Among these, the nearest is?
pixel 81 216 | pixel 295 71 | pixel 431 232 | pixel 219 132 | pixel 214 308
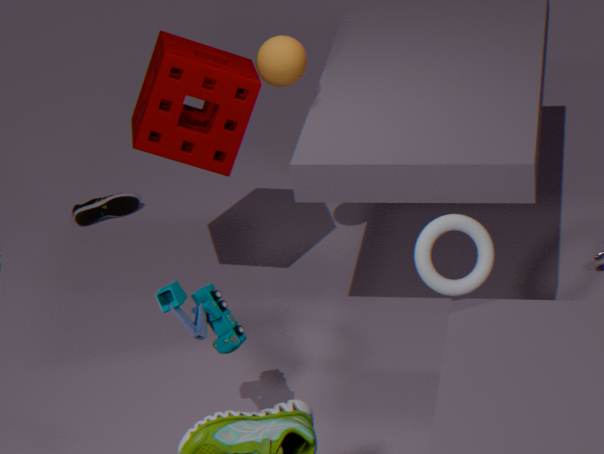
pixel 214 308
